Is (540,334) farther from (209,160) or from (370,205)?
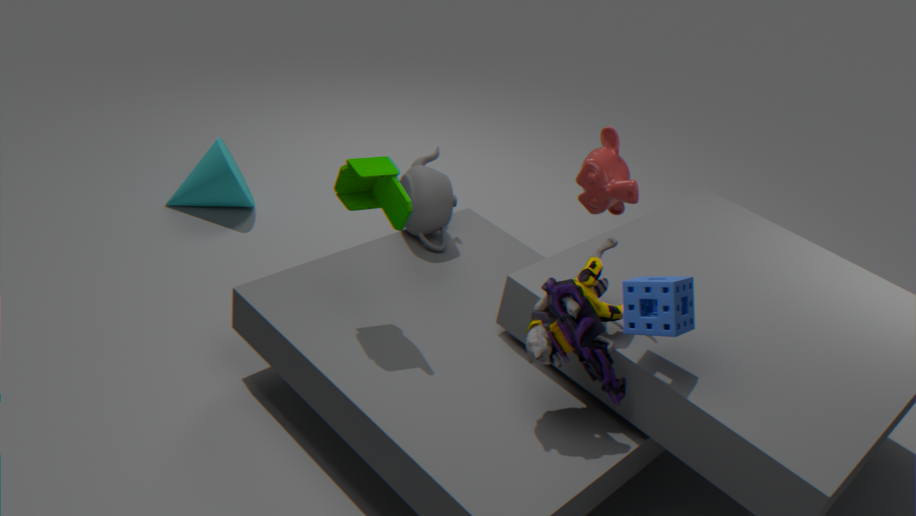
(209,160)
